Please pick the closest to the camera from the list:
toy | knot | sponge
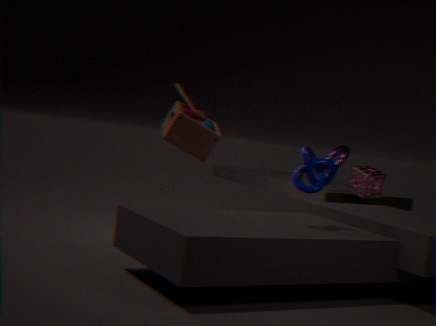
knot
